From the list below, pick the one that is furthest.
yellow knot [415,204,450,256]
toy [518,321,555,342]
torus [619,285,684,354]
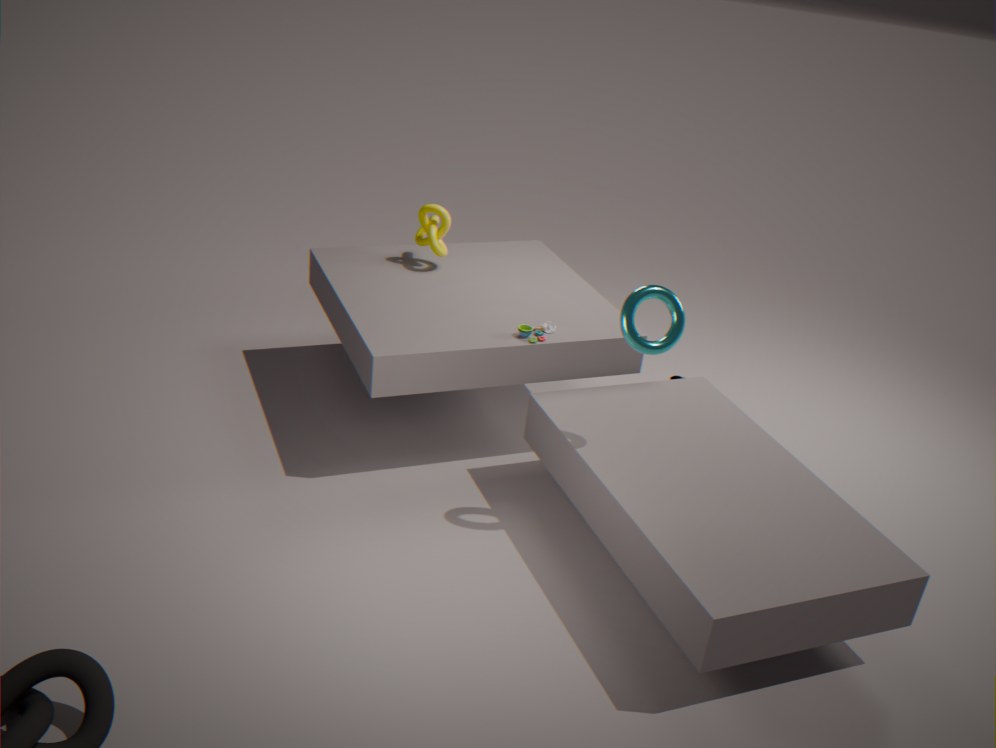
yellow knot [415,204,450,256]
